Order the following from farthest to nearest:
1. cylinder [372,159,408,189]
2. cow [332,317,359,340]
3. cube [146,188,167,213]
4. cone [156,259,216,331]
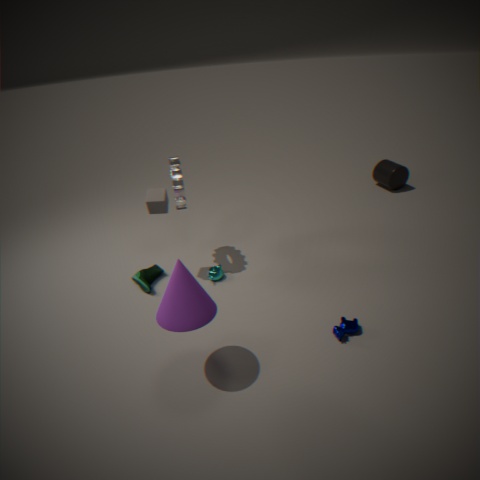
cylinder [372,159,408,189] < cube [146,188,167,213] < cow [332,317,359,340] < cone [156,259,216,331]
